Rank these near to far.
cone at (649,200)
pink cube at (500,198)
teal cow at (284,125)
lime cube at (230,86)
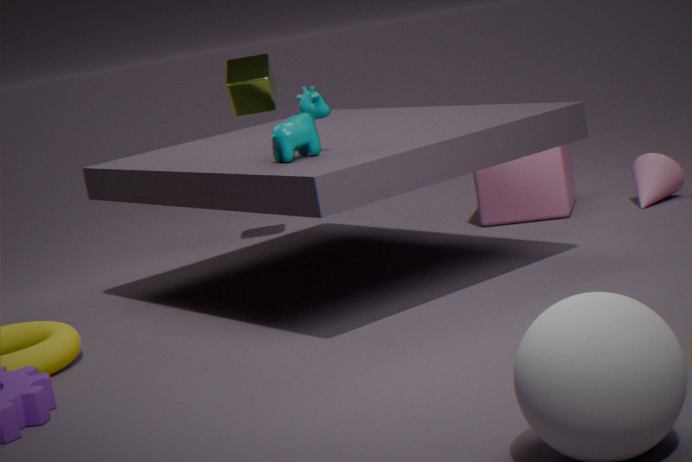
teal cow at (284,125) < cone at (649,200) < pink cube at (500,198) < lime cube at (230,86)
